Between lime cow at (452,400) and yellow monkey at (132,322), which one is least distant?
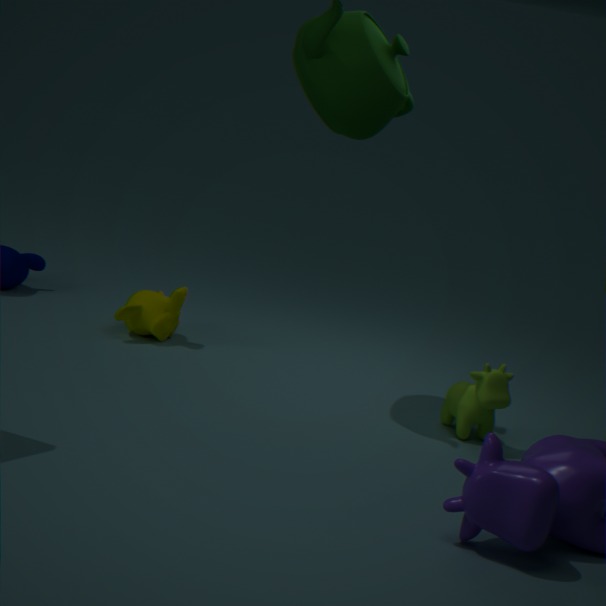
lime cow at (452,400)
